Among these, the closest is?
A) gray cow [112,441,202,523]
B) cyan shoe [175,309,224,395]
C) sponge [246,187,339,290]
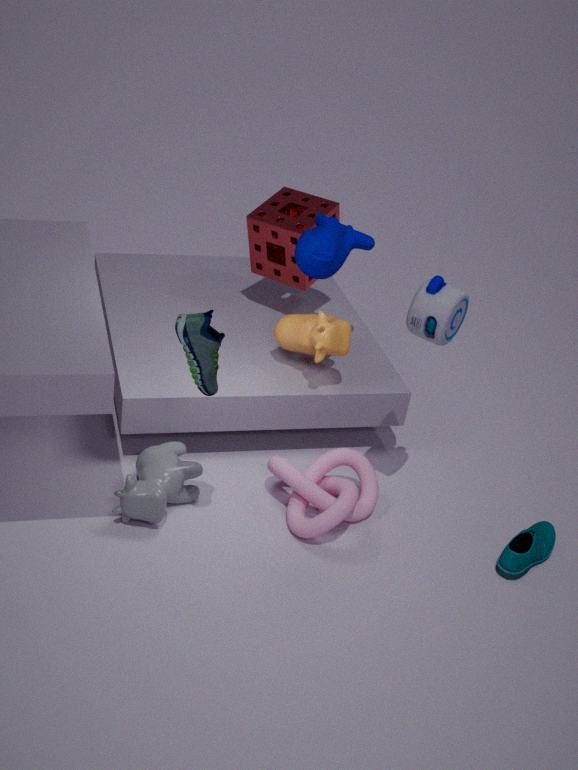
cyan shoe [175,309,224,395]
